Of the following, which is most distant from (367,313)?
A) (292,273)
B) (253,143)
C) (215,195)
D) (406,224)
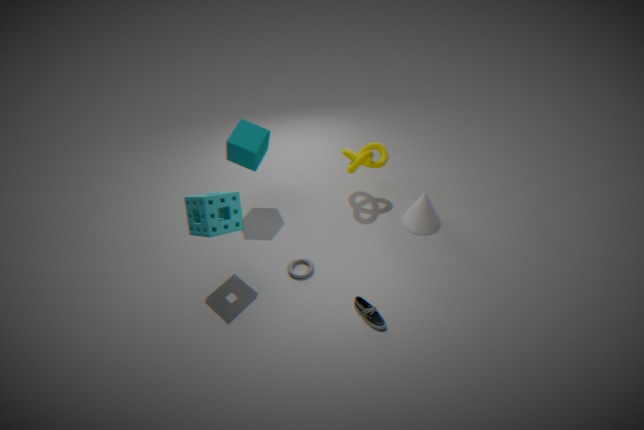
(253,143)
